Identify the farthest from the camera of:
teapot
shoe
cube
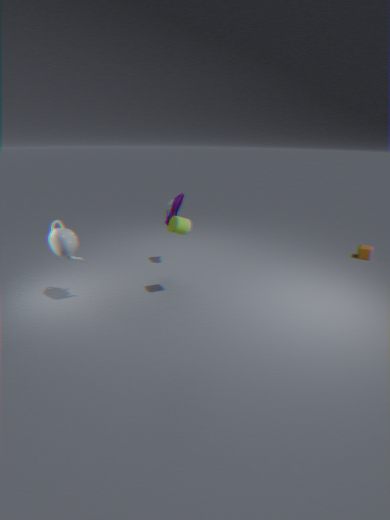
cube
